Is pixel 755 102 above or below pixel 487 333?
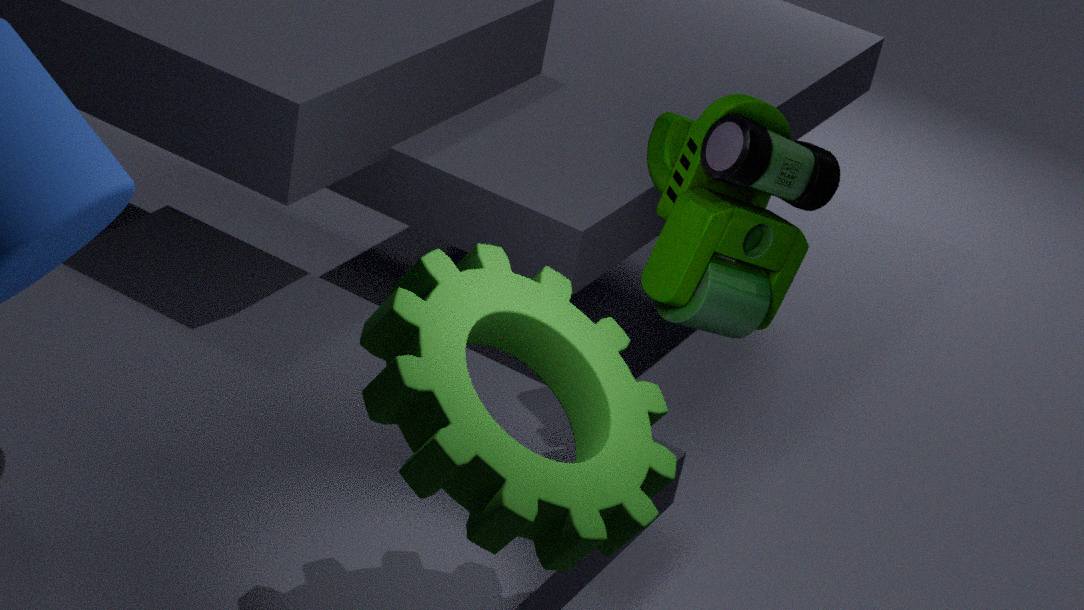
above
